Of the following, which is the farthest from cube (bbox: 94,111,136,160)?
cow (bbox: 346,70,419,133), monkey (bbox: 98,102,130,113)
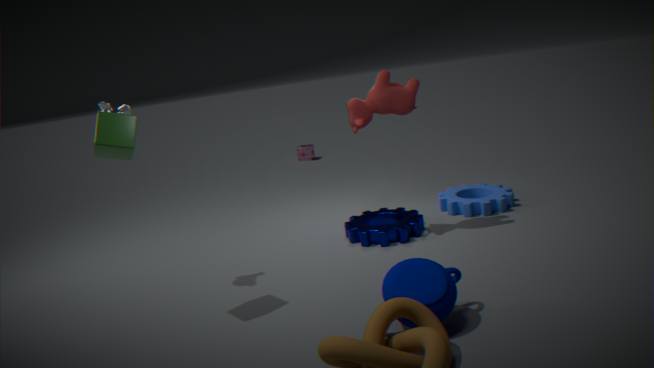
cow (bbox: 346,70,419,133)
